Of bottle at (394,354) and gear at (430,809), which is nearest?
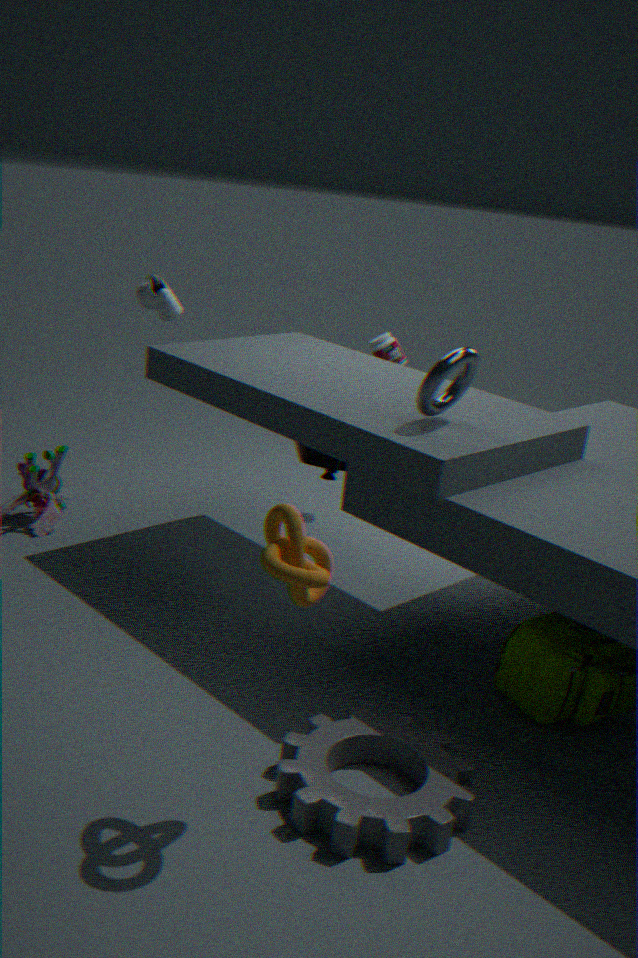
gear at (430,809)
